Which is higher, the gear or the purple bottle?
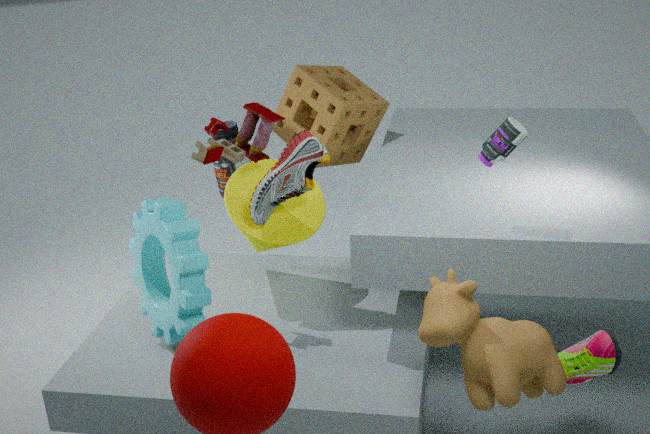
the purple bottle
